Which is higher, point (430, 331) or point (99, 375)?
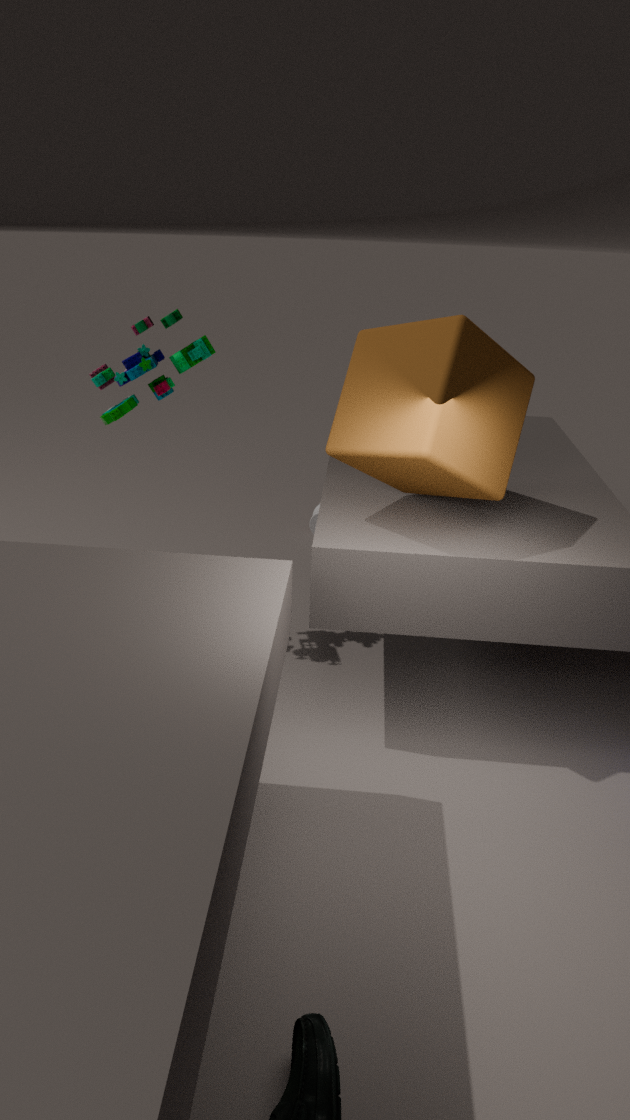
point (99, 375)
